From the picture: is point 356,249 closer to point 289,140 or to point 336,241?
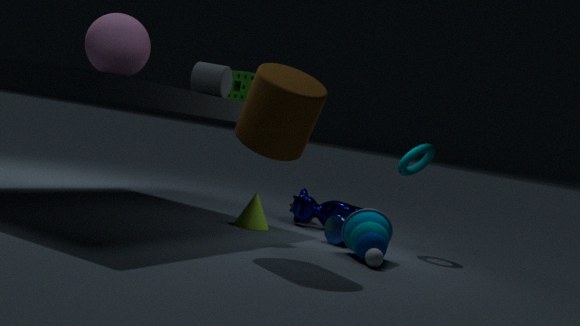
point 336,241
